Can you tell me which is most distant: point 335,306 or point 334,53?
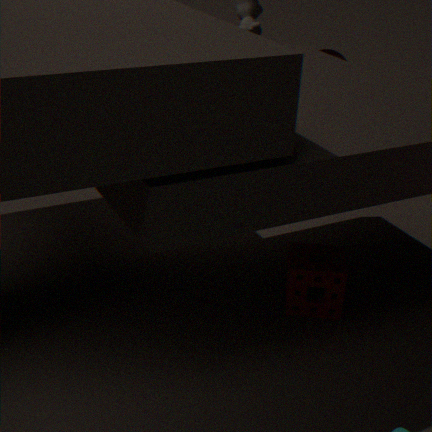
point 334,53
